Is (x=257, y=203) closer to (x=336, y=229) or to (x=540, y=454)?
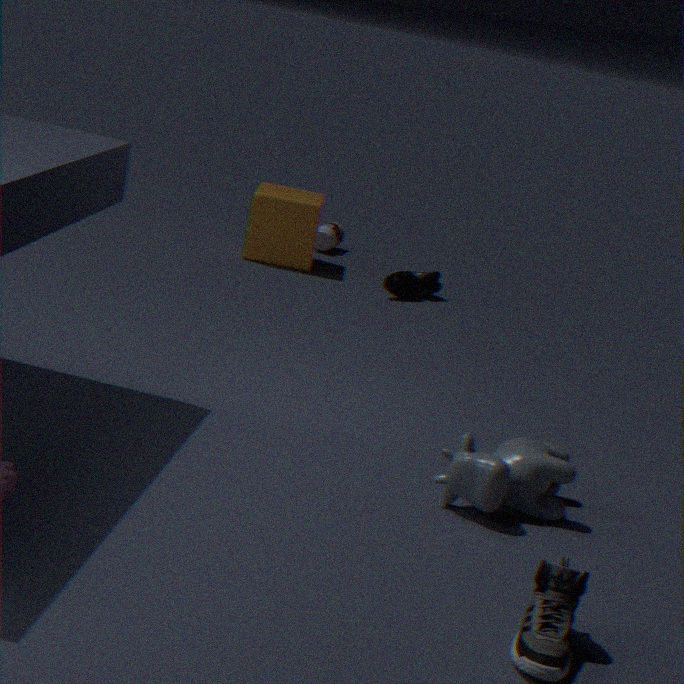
(x=336, y=229)
